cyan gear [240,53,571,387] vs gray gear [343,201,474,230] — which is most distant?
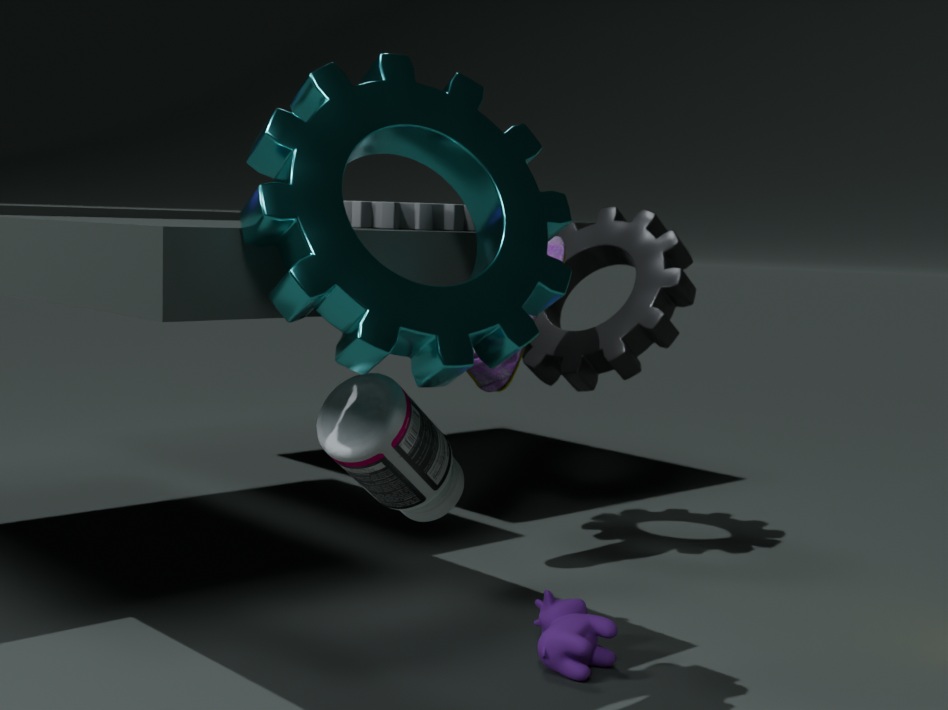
gray gear [343,201,474,230]
